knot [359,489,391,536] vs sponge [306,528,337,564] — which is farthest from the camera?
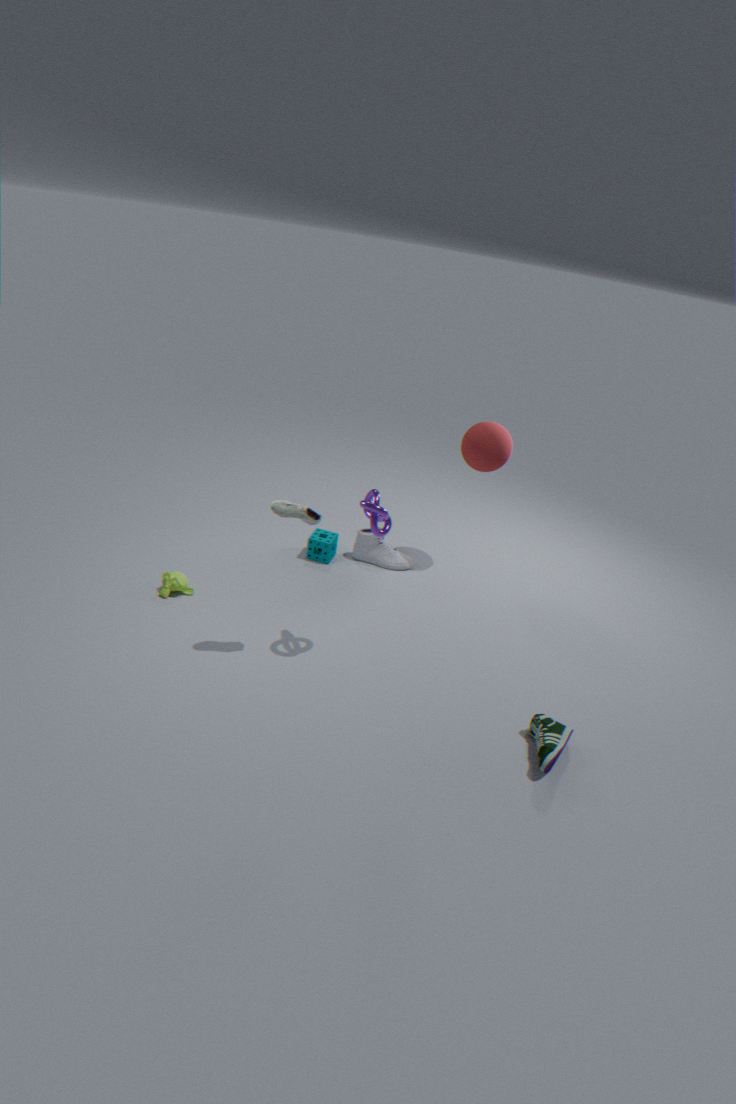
sponge [306,528,337,564]
